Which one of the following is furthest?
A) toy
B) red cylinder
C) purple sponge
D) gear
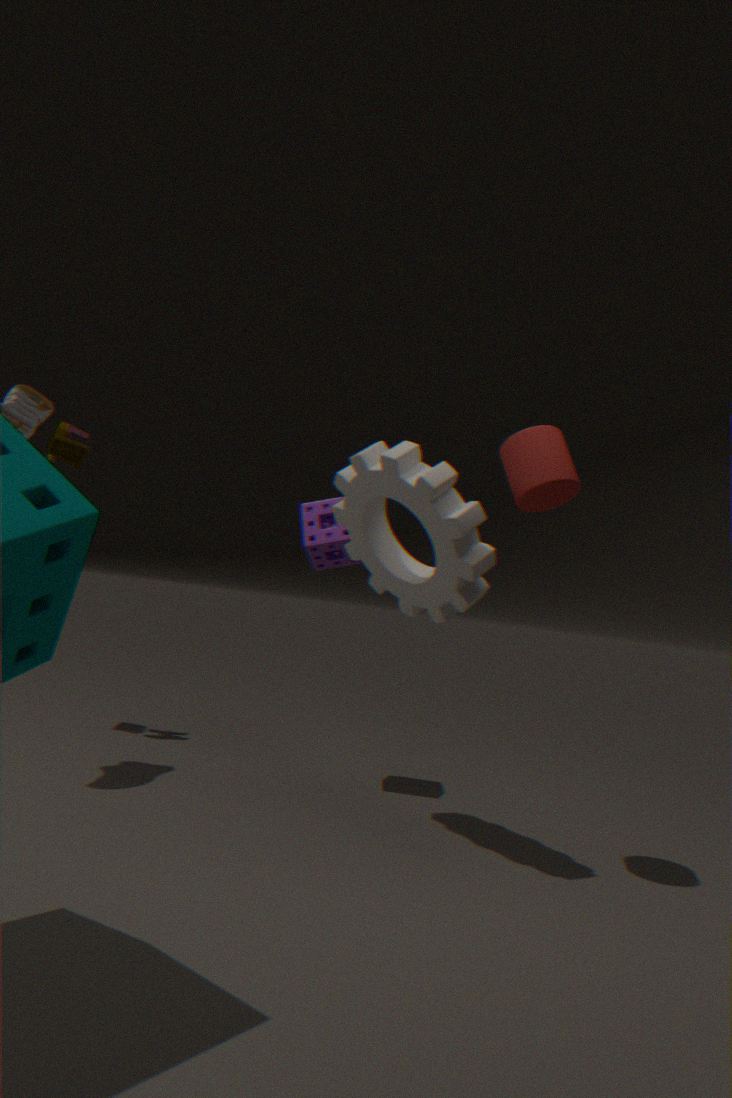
toy
